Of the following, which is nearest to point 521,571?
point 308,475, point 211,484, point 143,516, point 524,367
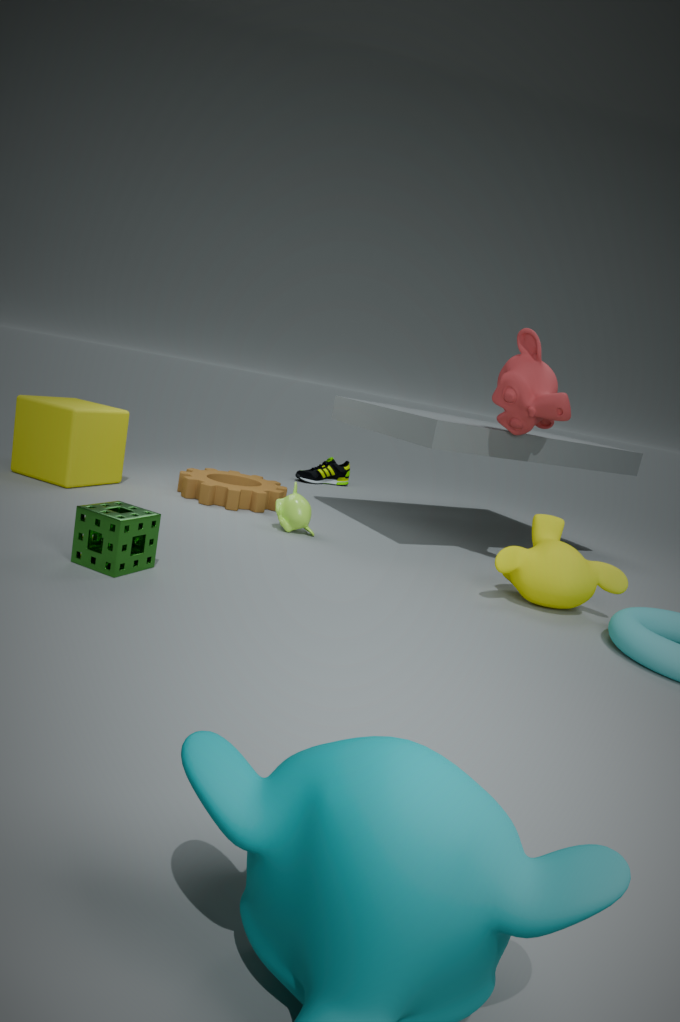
point 524,367
